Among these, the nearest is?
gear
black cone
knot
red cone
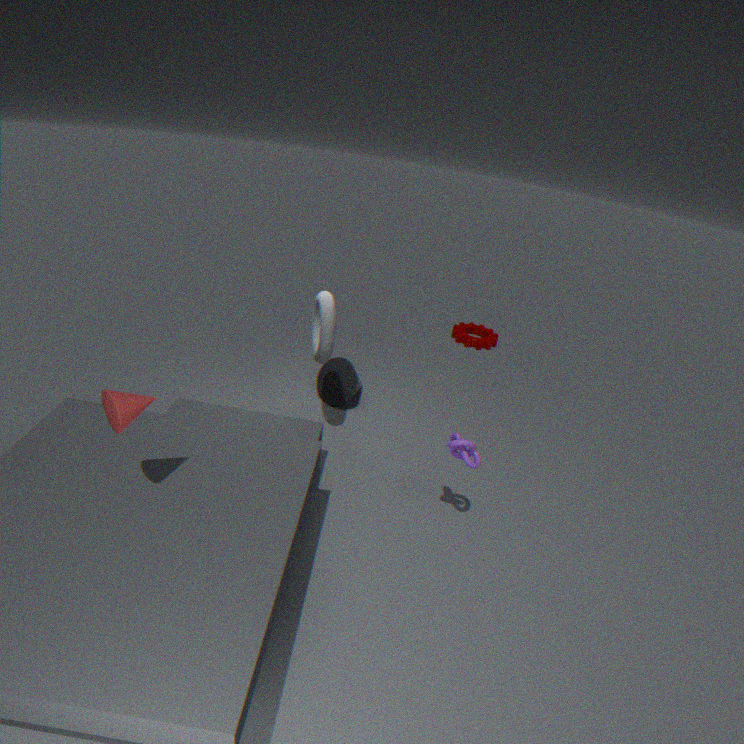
red cone
